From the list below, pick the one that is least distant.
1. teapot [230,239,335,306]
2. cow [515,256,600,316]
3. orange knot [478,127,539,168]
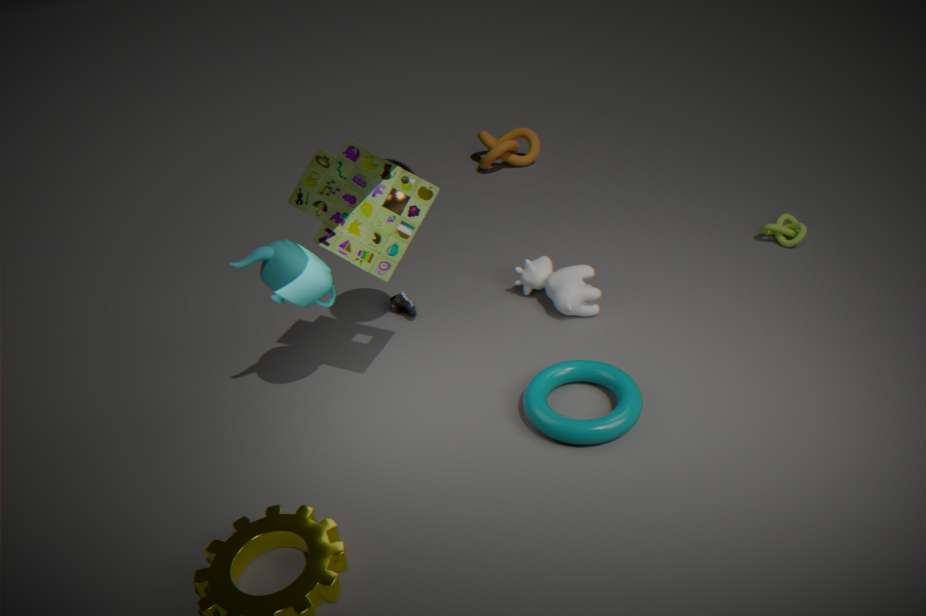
teapot [230,239,335,306]
